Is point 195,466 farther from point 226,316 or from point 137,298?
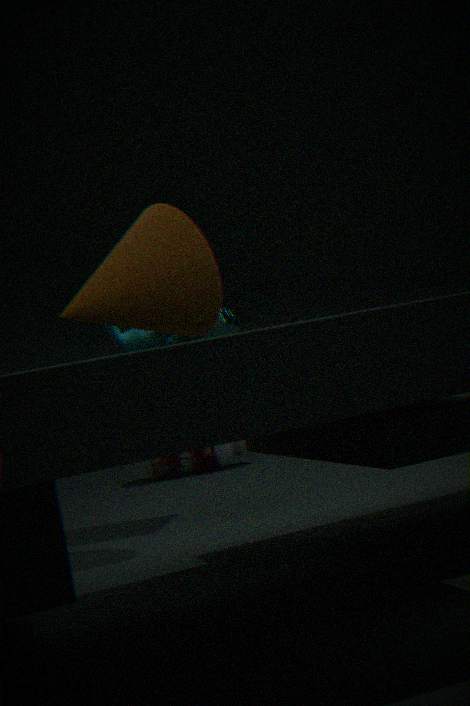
point 137,298
